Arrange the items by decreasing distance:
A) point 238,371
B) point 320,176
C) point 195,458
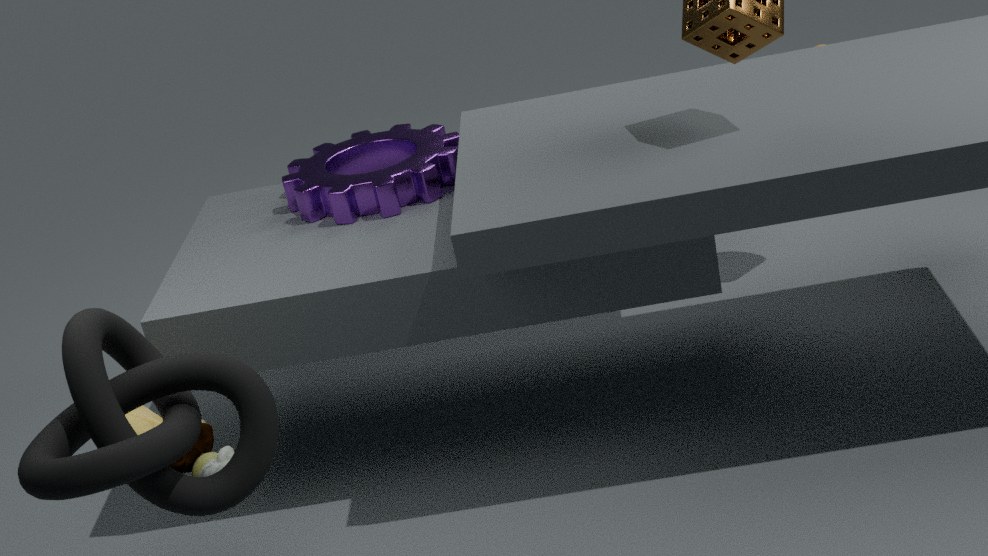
point 320,176 → point 195,458 → point 238,371
